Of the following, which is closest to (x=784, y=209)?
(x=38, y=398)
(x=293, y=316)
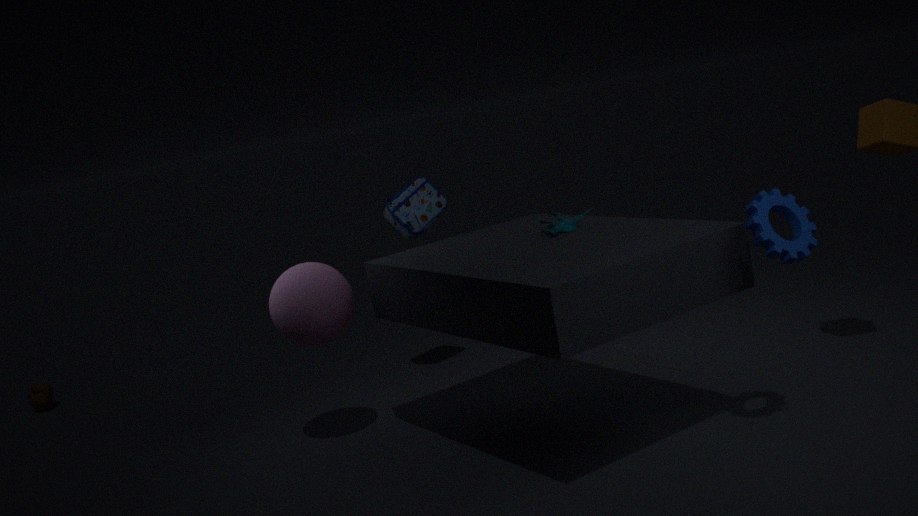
(x=293, y=316)
